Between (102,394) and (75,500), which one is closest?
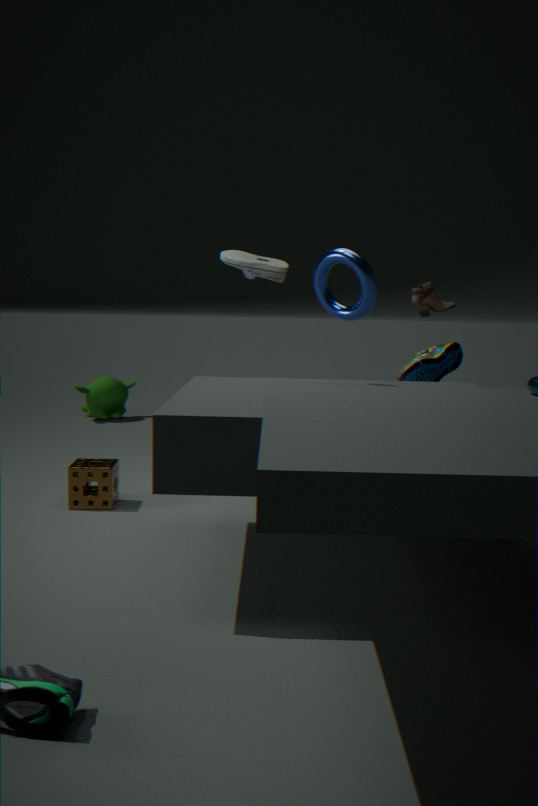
(75,500)
